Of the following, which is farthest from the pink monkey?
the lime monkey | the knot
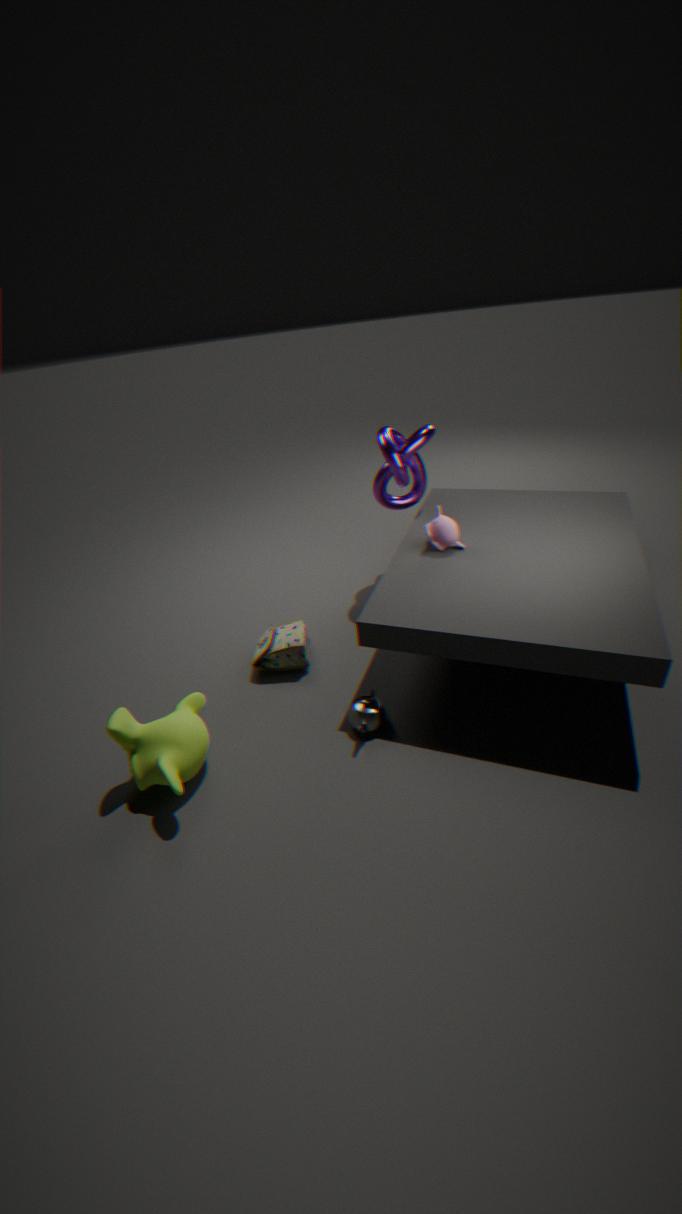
the lime monkey
